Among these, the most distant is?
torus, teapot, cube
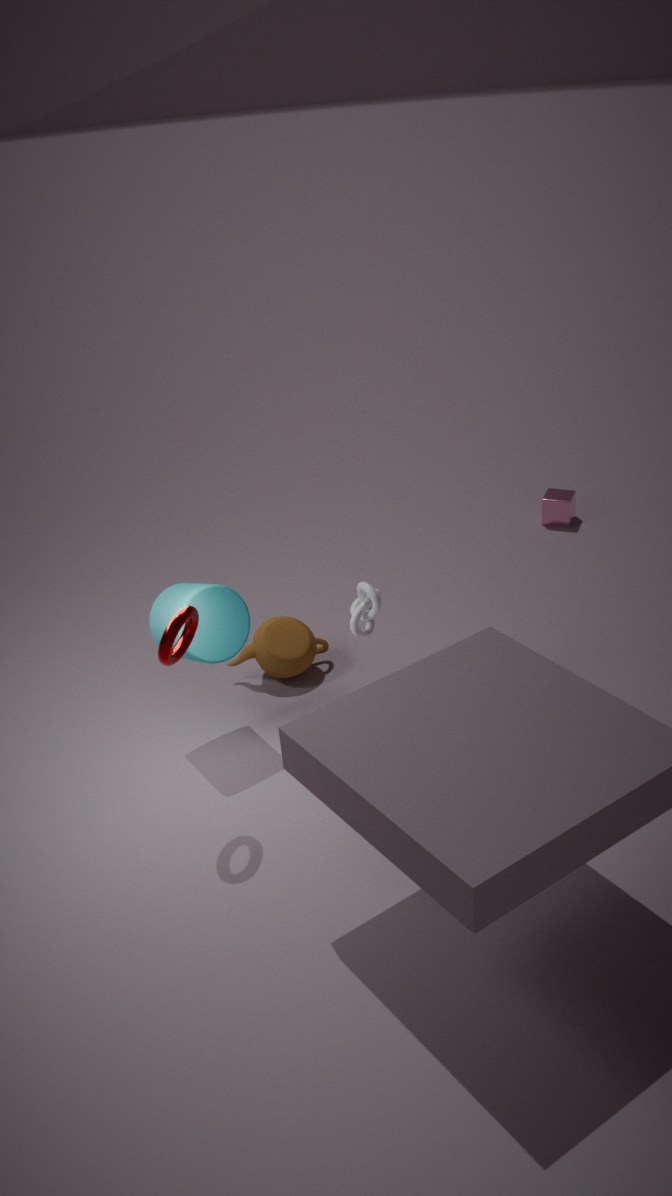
cube
